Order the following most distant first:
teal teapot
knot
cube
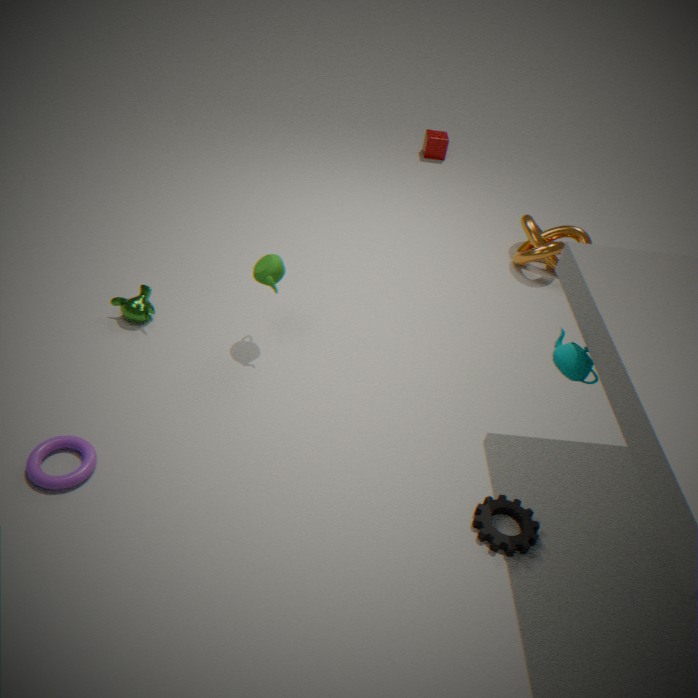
cube → knot → teal teapot
